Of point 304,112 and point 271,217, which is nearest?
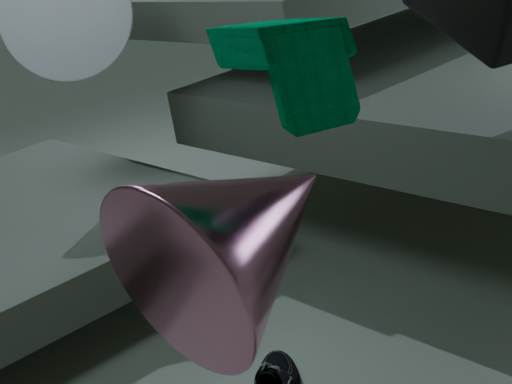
point 304,112
